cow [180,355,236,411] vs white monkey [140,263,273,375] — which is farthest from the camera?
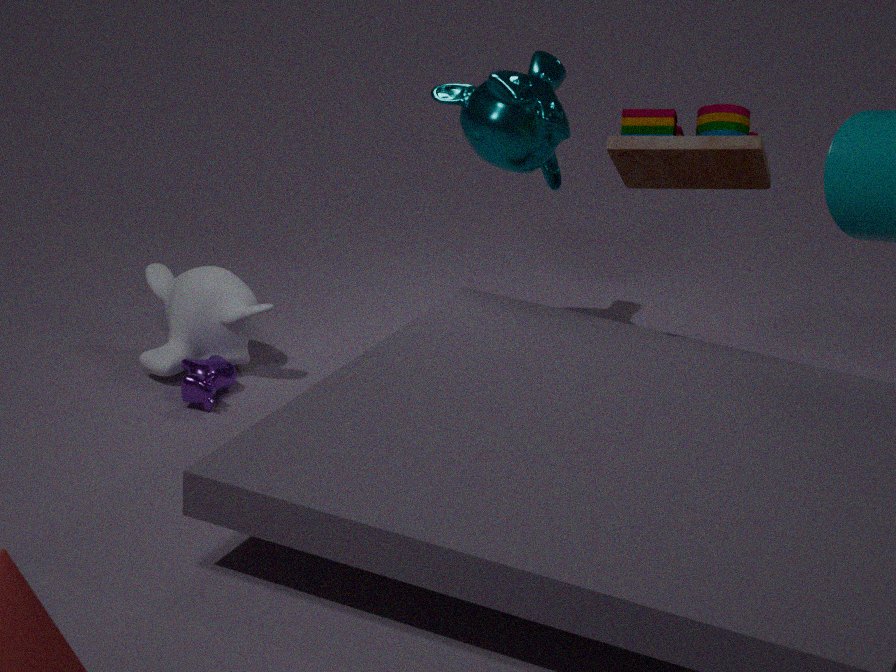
white monkey [140,263,273,375]
